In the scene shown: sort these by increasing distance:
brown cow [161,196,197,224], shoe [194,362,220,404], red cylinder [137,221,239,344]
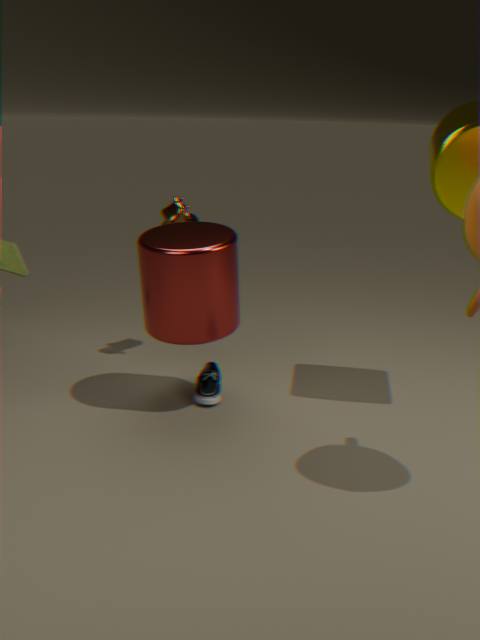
red cylinder [137,221,239,344], shoe [194,362,220,404], brown cow [161,196,197,224]
